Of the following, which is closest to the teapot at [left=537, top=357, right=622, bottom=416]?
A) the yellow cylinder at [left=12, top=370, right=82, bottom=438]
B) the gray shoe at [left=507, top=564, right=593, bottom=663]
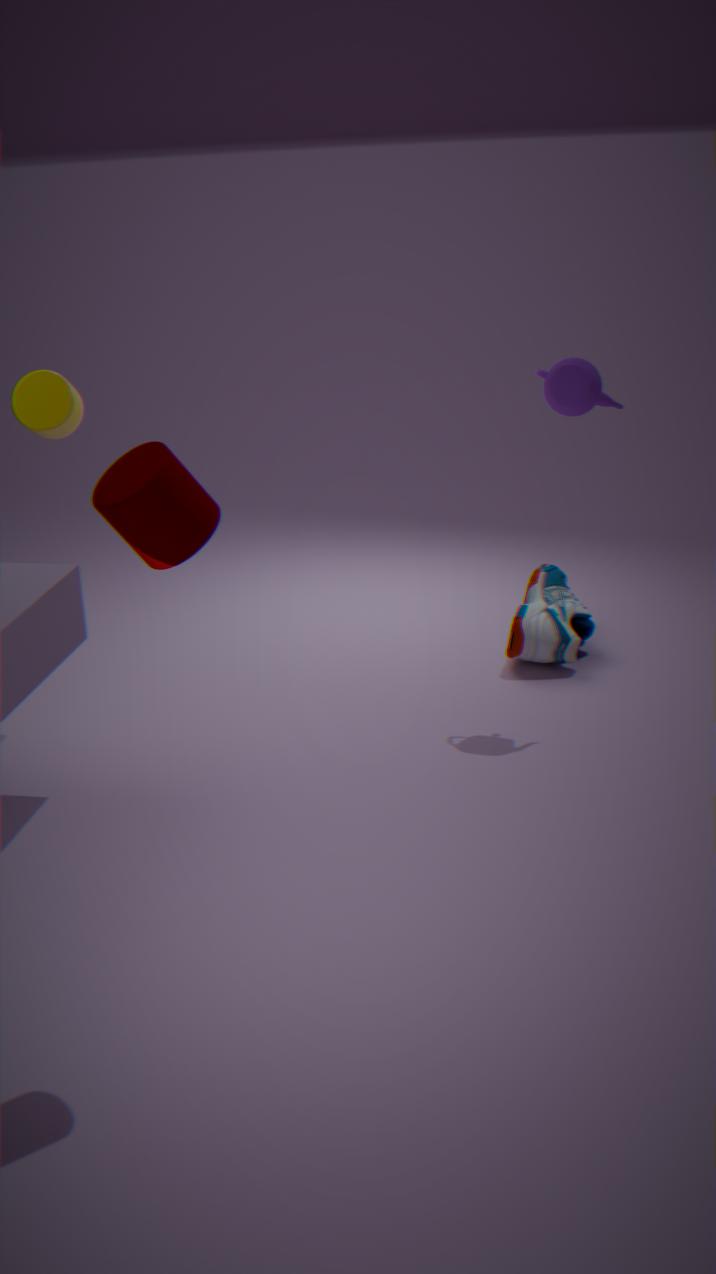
the gray shoe at [left=507, top=564, right=593, bottom=663]
